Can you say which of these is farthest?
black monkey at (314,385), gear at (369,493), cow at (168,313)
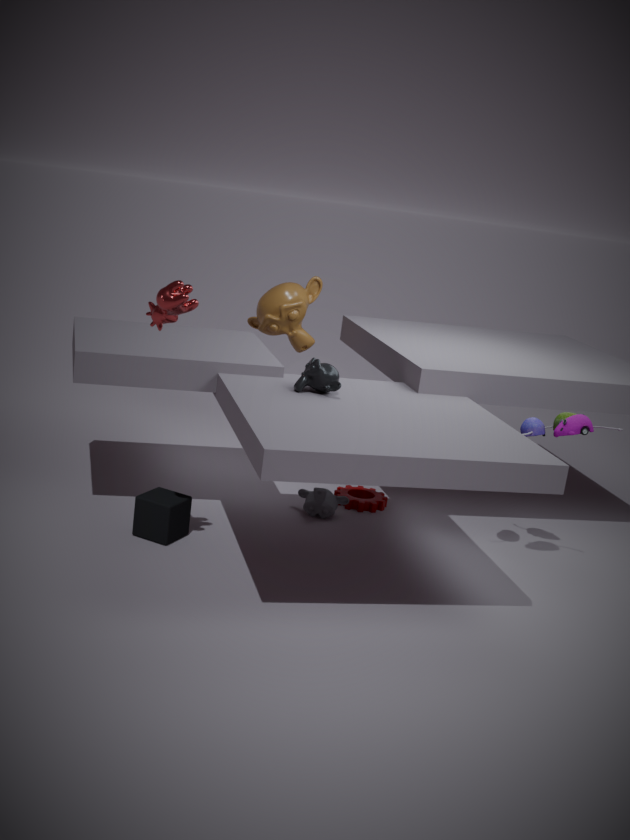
gear at (369,493)
